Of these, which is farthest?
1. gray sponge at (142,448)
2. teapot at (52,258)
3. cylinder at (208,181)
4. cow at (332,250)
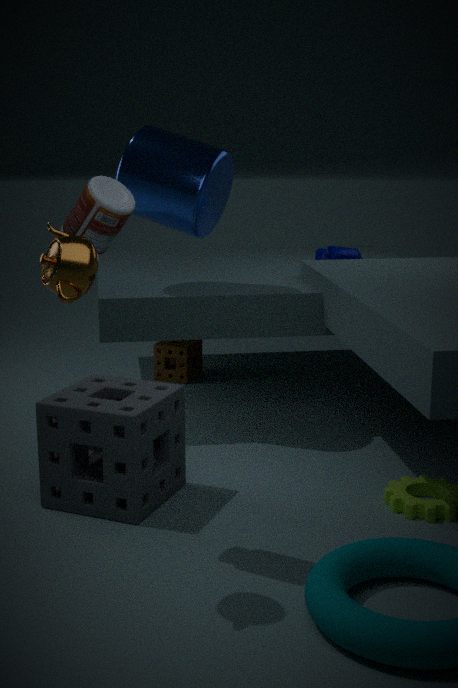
cow at (332,250)
